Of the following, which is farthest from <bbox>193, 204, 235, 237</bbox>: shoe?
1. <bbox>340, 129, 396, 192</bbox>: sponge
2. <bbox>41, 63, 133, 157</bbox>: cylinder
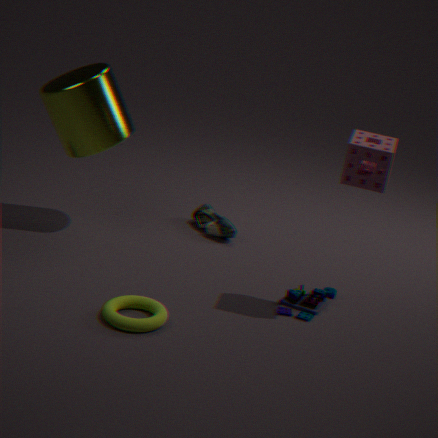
<bbox>340, 129, 396, 192</bbox>: sponge
